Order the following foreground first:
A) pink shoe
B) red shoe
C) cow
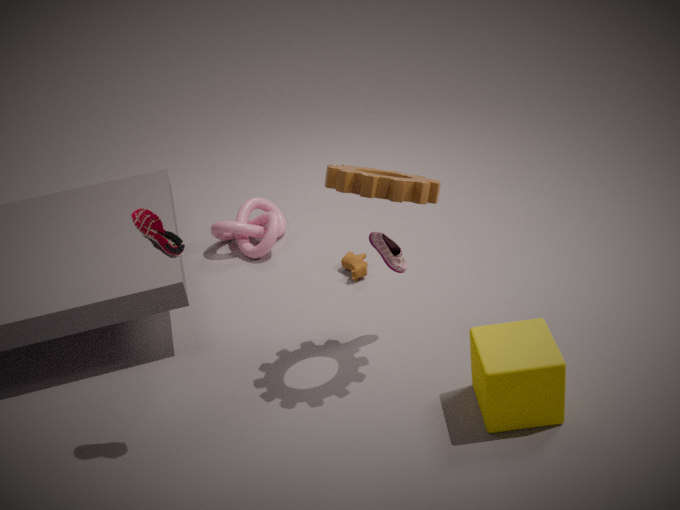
red shoe
pink shoe
cow
